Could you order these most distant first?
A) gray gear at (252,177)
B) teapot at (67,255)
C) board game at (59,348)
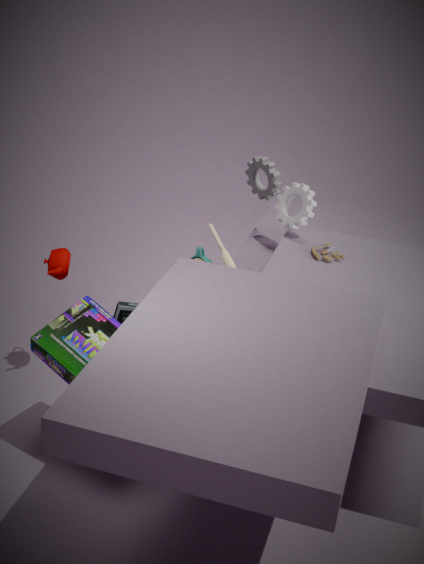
gray gear at (252,177) → teapot at (67,255) → board game at (59,348)
